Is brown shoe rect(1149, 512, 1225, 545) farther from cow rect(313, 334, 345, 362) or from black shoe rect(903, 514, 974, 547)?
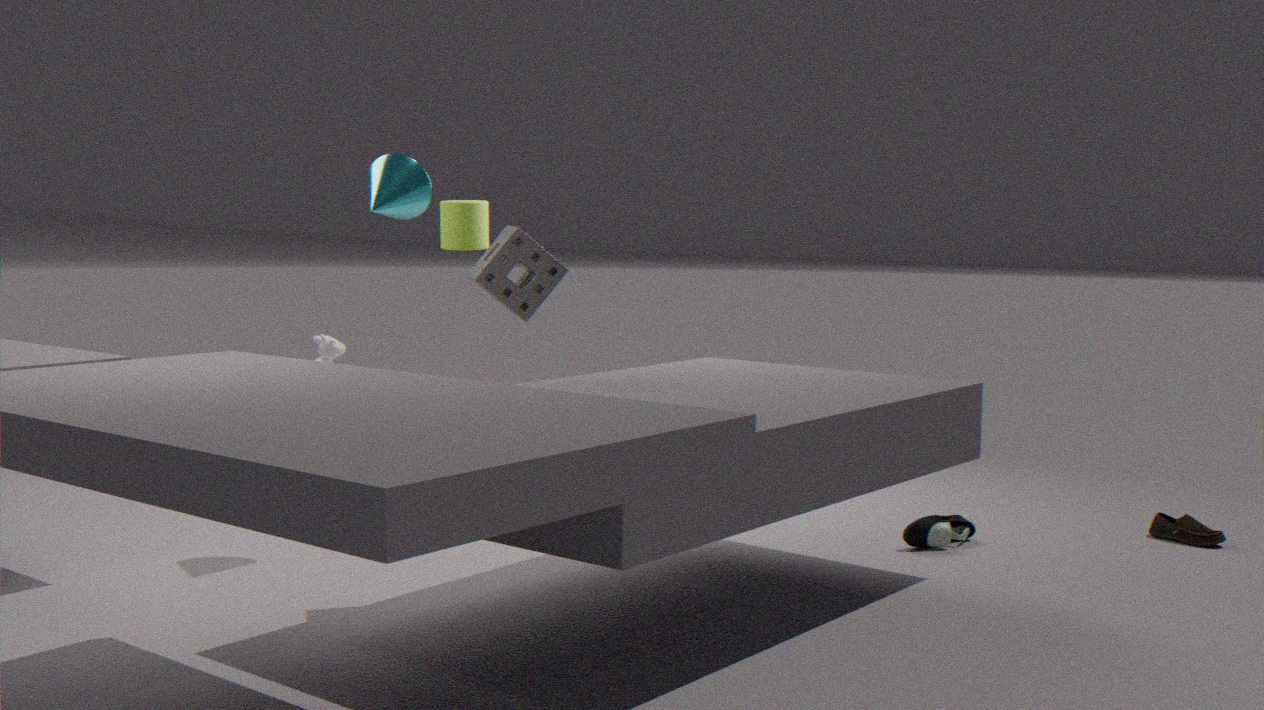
cow rect(313, 334, 345, 362)
